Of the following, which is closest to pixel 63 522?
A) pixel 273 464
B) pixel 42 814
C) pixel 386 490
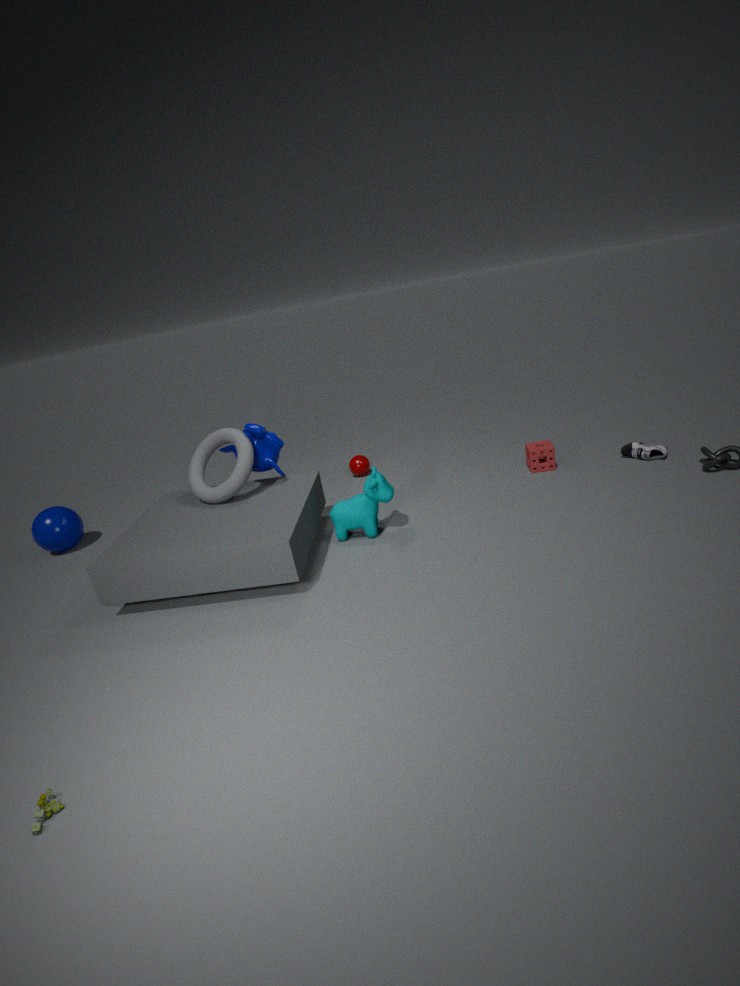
pixel 273 464
